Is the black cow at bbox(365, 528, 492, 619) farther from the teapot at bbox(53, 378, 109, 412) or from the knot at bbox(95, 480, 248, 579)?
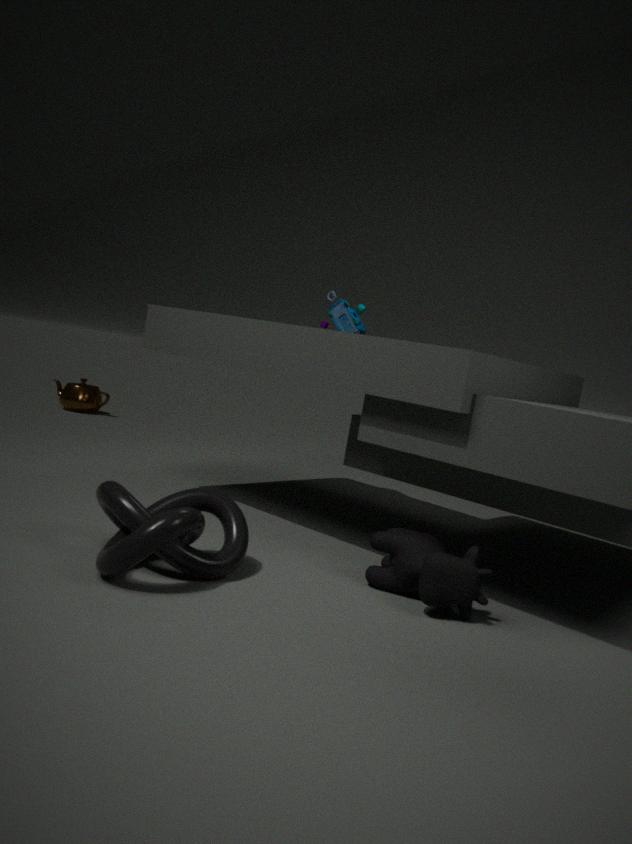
the teapot at bbox(53, 378, 109, 412)
